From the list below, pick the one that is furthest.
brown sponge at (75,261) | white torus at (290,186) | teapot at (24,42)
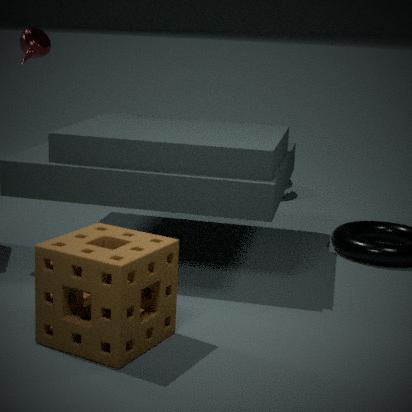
white torus at (290,186)
